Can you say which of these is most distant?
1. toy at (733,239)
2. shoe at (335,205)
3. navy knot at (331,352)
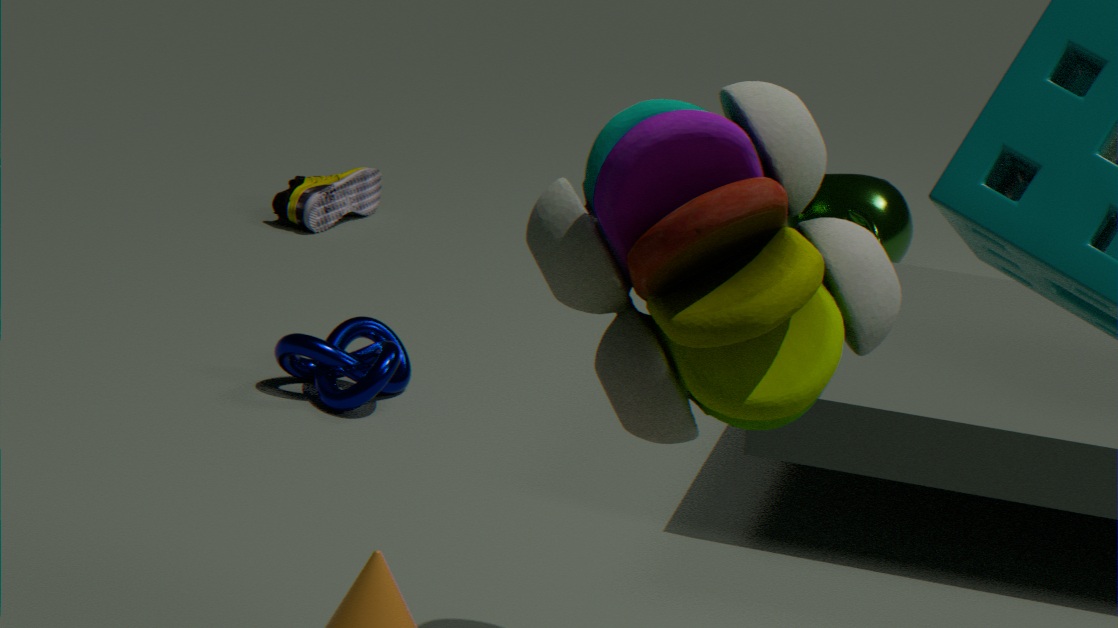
shoe at (335,205)
